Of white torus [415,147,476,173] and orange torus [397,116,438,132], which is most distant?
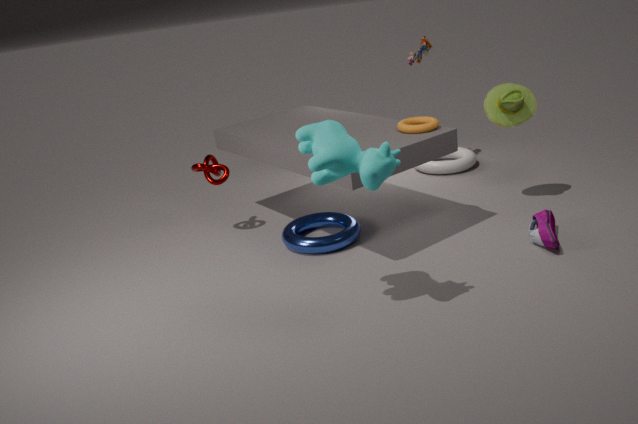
white torus [415,147,476,173]
